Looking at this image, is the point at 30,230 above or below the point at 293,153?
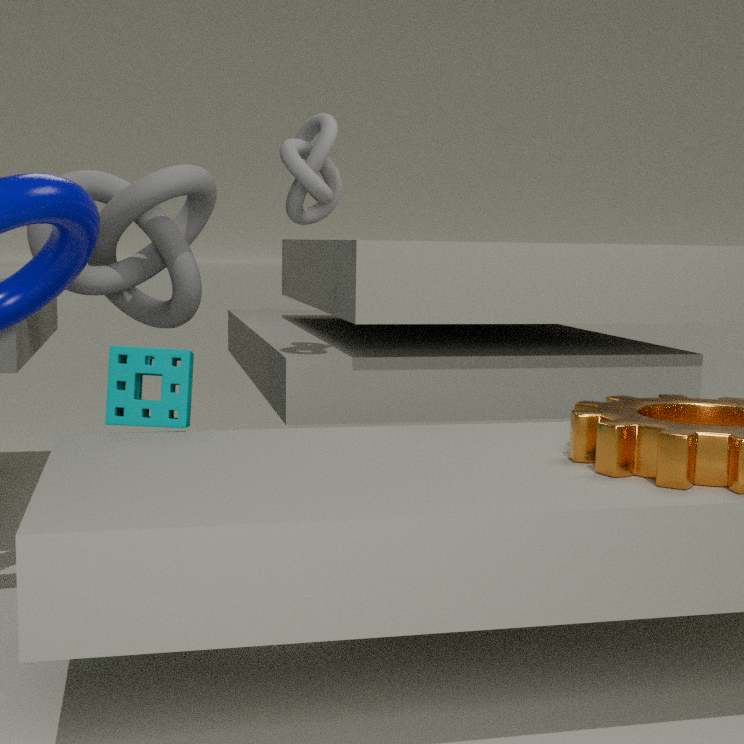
below
